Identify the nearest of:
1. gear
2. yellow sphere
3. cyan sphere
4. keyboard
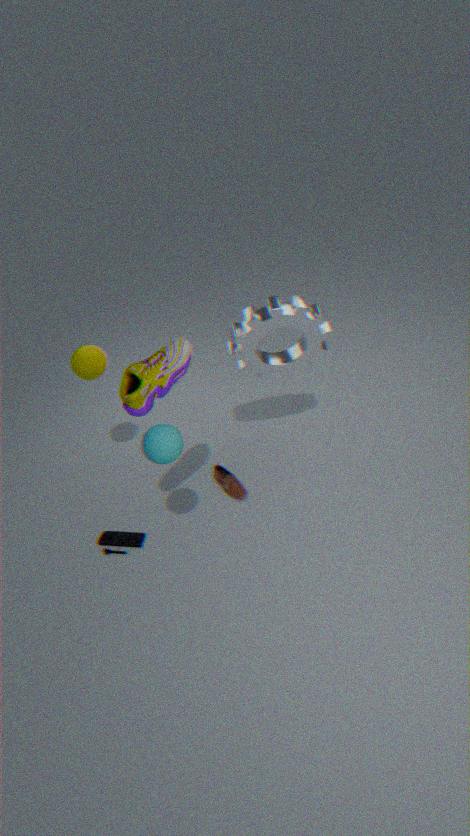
cyan sphere
